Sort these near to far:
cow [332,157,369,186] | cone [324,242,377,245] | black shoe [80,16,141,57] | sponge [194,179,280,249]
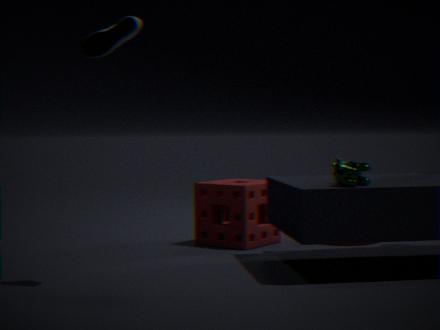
black shoe [80,16,141,57], cow [332,157,369,186], sponge [194,179,280,249], cone [324,242,377,245]
